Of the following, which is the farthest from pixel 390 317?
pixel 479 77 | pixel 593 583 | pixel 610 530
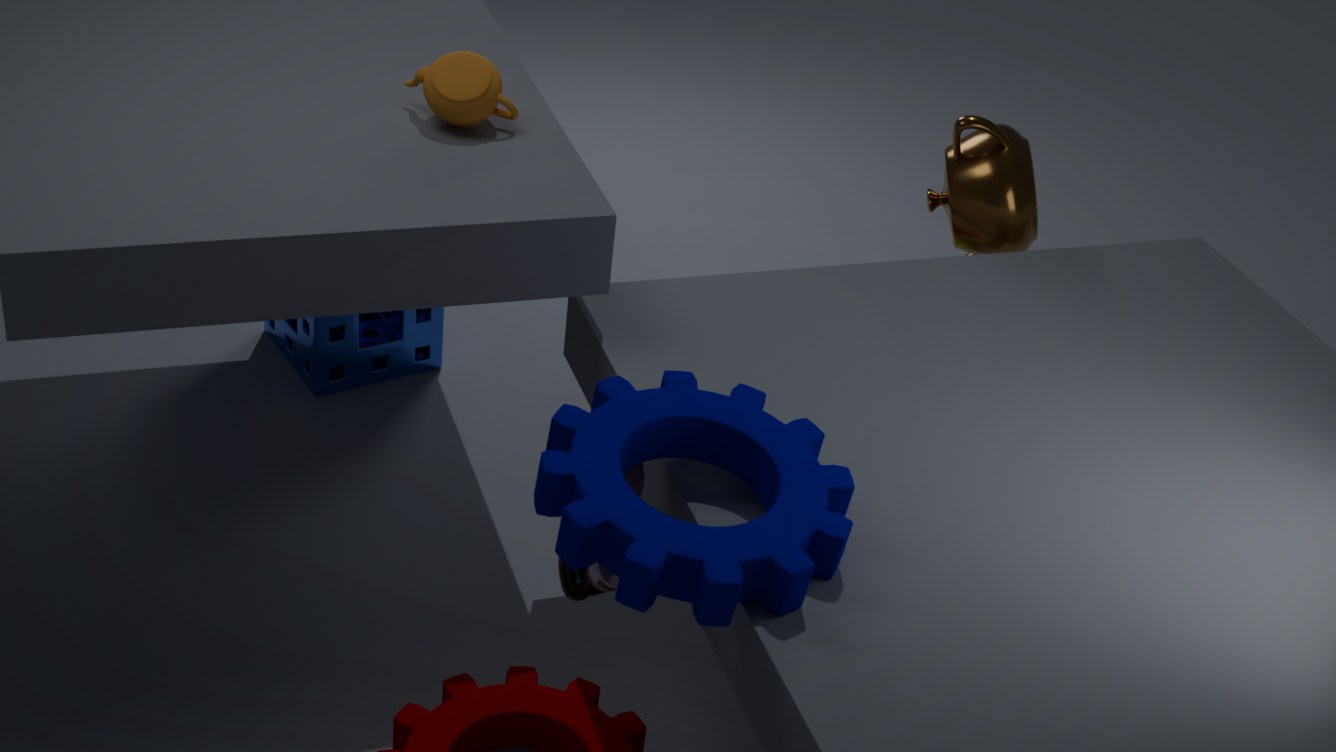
pixel 610 530
